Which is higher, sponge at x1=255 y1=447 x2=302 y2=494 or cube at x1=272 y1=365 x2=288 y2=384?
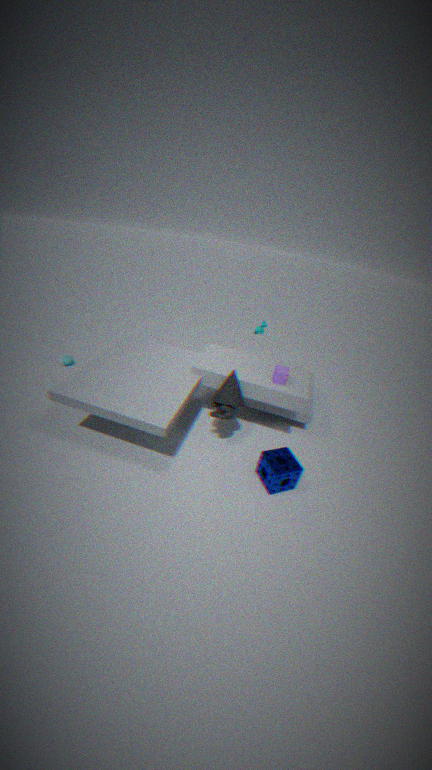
cube at x1=272 y1=365 x2=288 y2=384
